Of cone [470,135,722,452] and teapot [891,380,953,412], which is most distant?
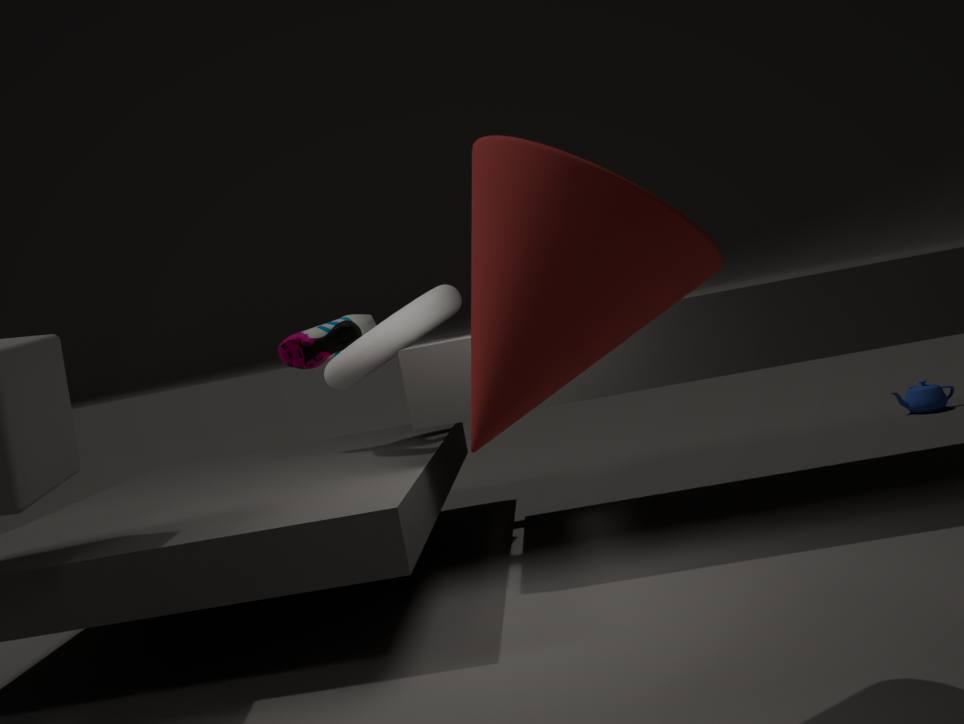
teapot [891,380,953,412]
